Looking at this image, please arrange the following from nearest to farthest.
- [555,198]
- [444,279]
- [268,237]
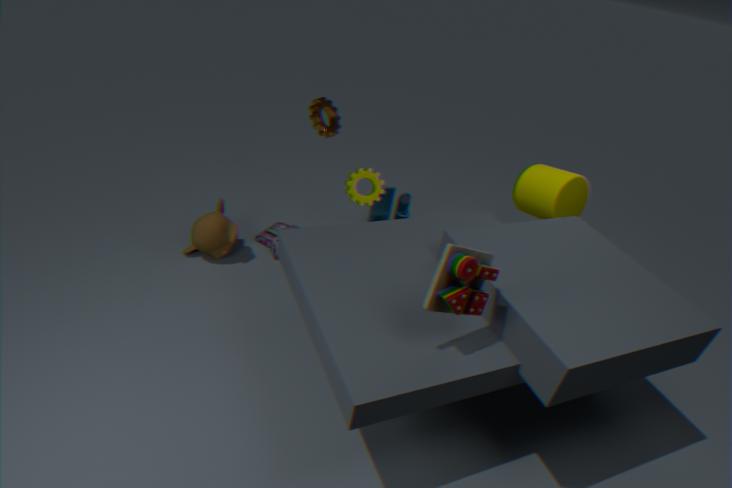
[444,279]
[555,198]
[268,237]
